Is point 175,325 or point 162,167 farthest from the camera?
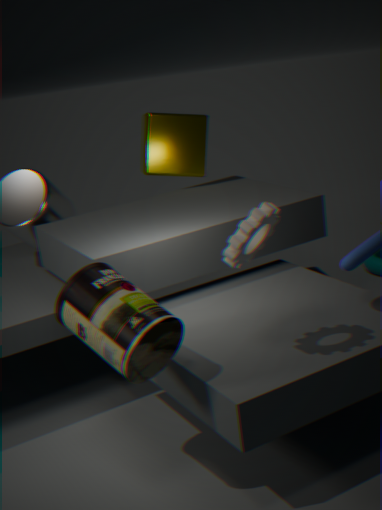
point 162,167
